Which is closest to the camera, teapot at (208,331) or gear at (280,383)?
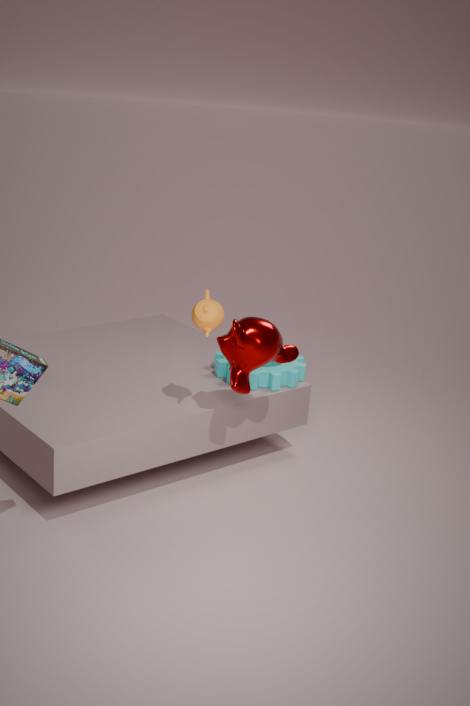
teapot at (208,331)
